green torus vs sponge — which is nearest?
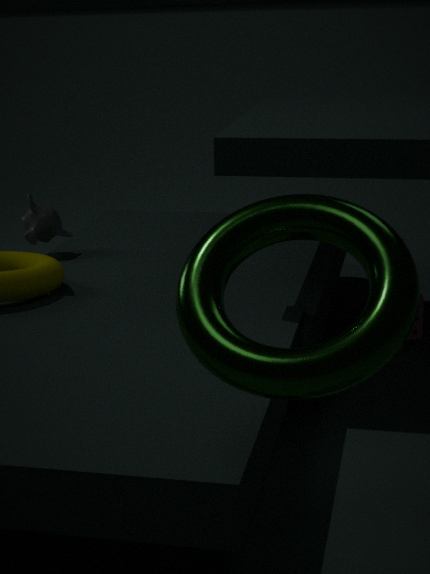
green torus
